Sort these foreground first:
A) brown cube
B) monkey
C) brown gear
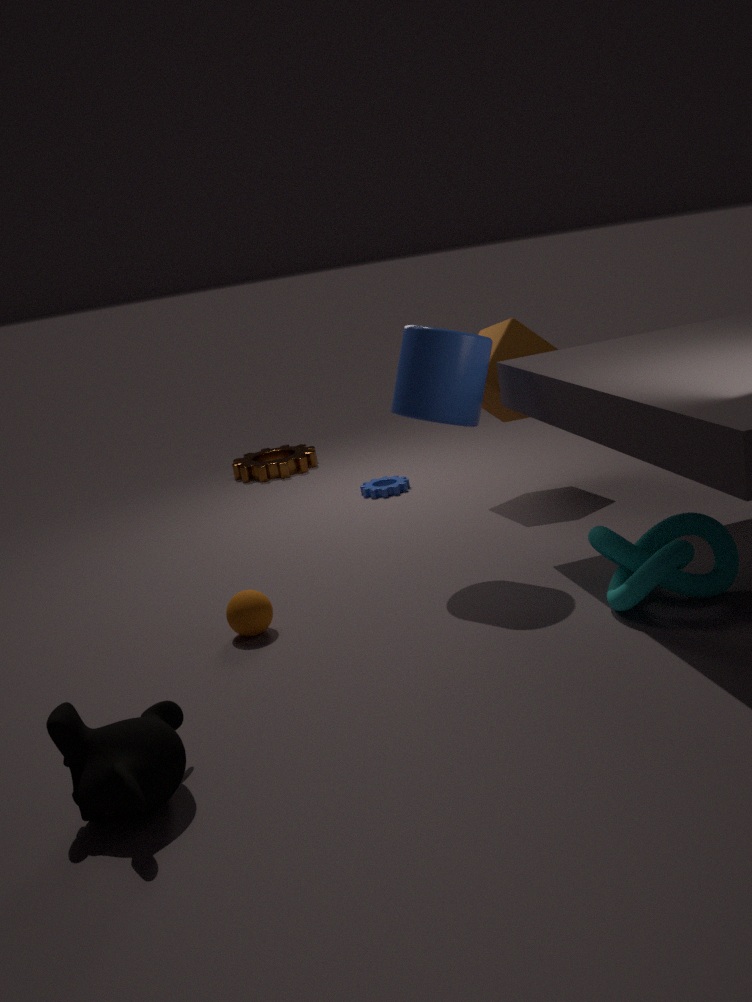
1. monkey
2. brown cube
3. brown gear
